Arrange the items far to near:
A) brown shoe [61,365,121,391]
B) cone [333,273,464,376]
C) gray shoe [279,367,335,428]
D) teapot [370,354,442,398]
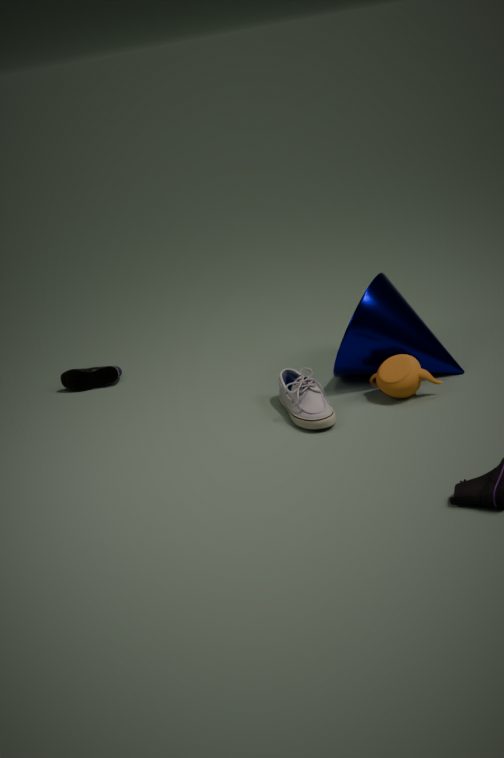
brown shoe [61,365,121,391], cone [333,273,464,376], teapot [370,354,442,398], gray shoe [279,367,335,428]
